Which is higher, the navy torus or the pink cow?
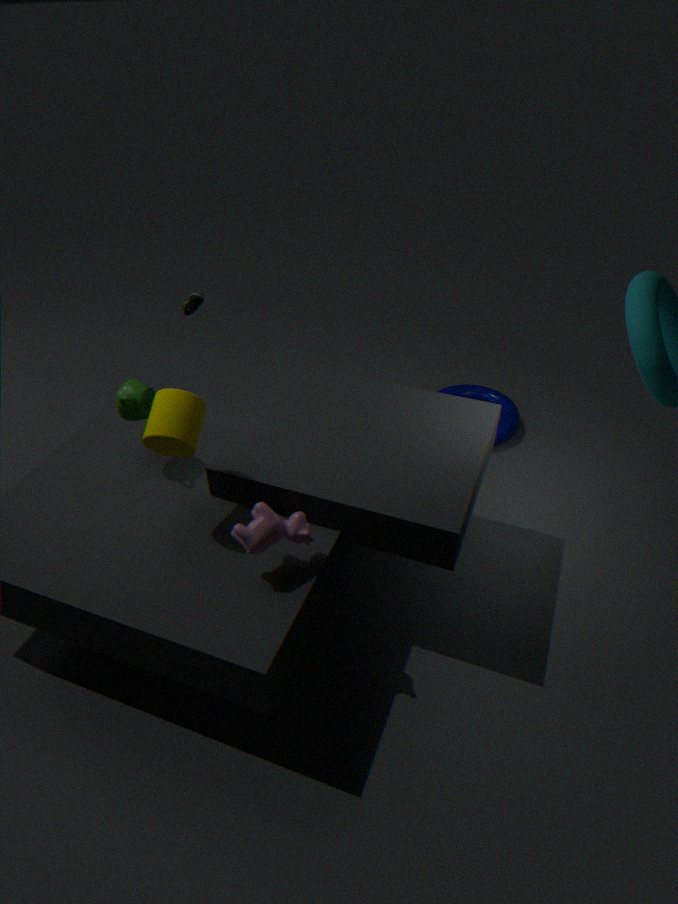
the pink cow
